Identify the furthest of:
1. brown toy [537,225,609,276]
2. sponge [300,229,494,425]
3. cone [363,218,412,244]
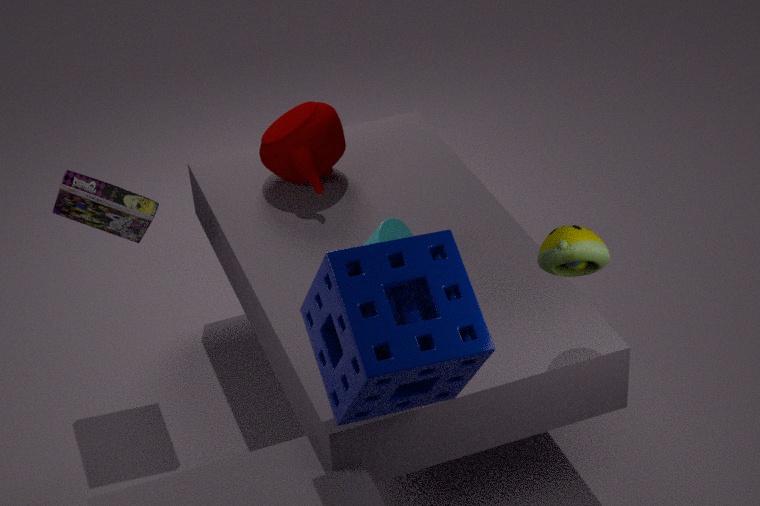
cone [363,218,412,244]
